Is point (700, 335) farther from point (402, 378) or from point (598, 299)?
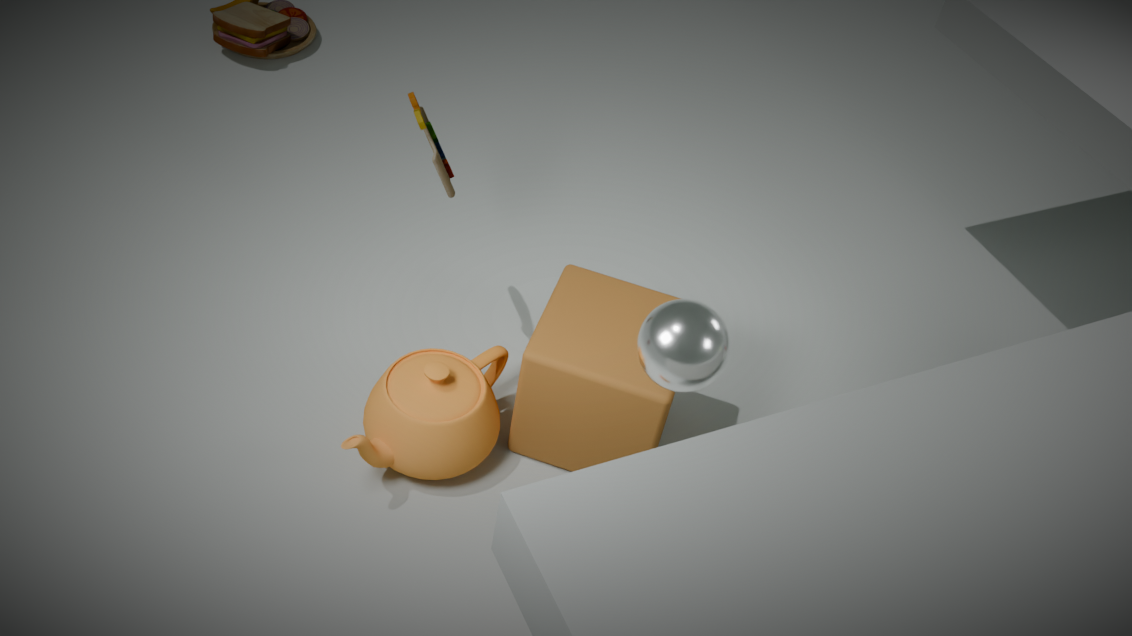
point (402, 378)
